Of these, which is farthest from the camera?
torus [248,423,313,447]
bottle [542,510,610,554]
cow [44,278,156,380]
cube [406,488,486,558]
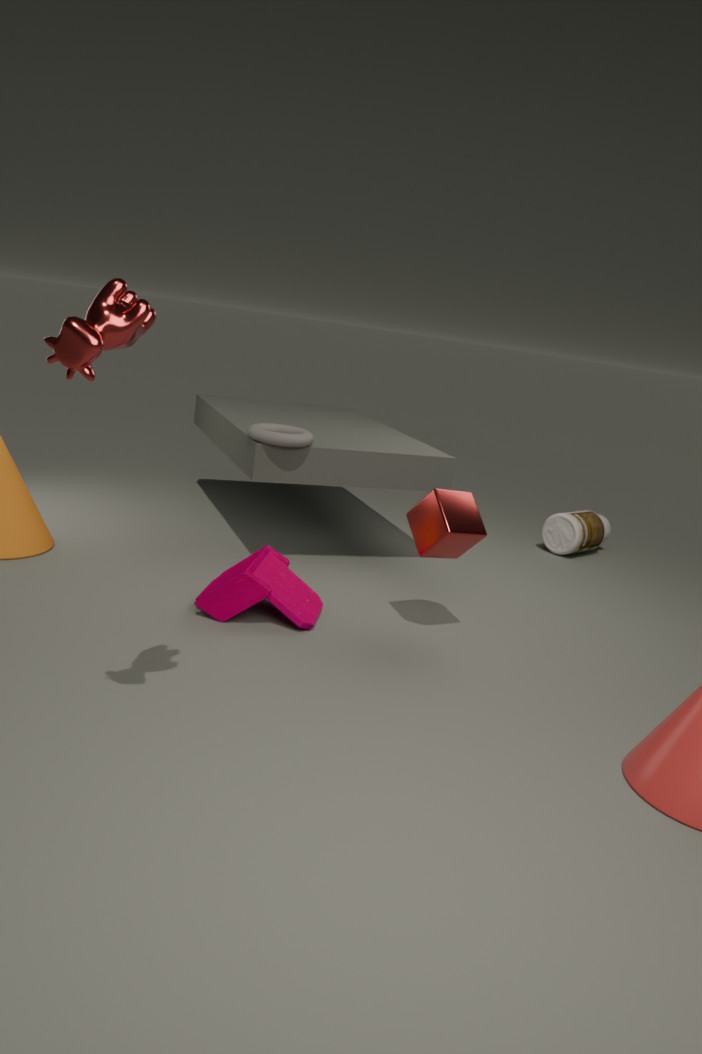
bottle [542,510,610,554]
